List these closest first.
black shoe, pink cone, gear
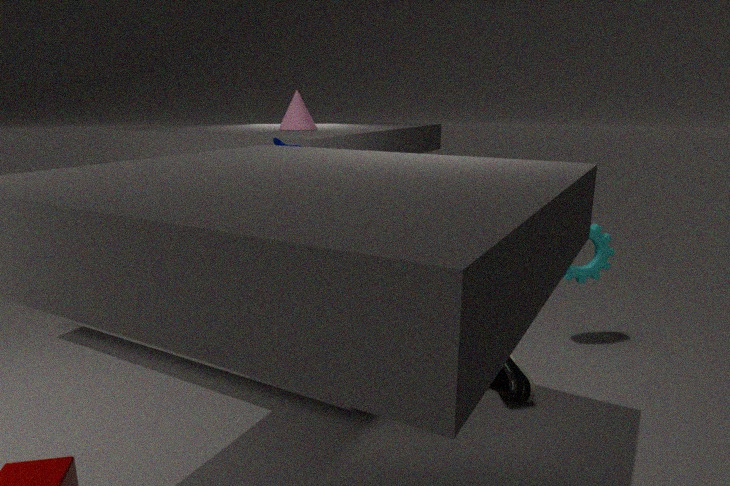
black shoe
gear
pink cone
